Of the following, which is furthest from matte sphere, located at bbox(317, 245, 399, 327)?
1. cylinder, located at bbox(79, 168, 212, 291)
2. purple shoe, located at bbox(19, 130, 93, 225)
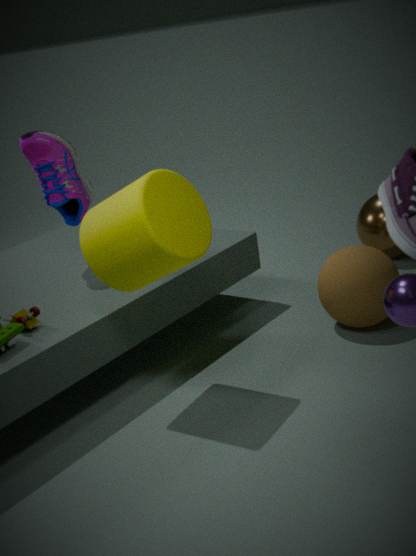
purple shoe, located at bbox(19, 130, 93, 225)
